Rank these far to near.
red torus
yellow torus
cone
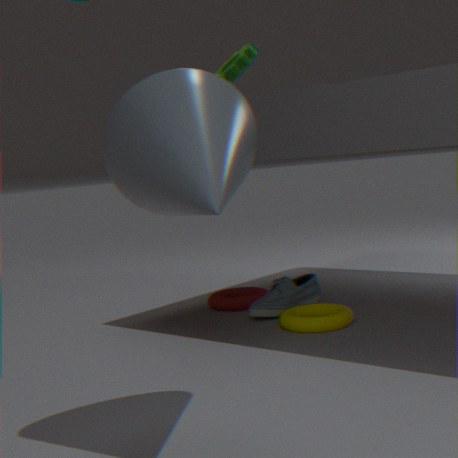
red torus
yellow torus
cone
